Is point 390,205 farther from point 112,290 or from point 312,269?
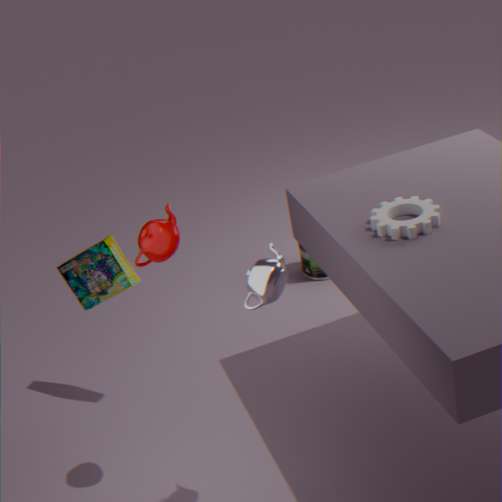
point 312,269
